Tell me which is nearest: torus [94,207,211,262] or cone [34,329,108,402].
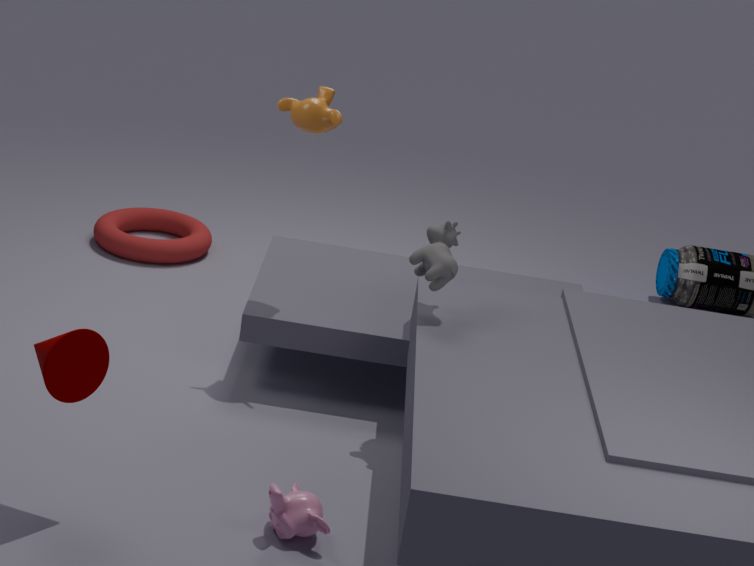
cone [34,329,108,402]
